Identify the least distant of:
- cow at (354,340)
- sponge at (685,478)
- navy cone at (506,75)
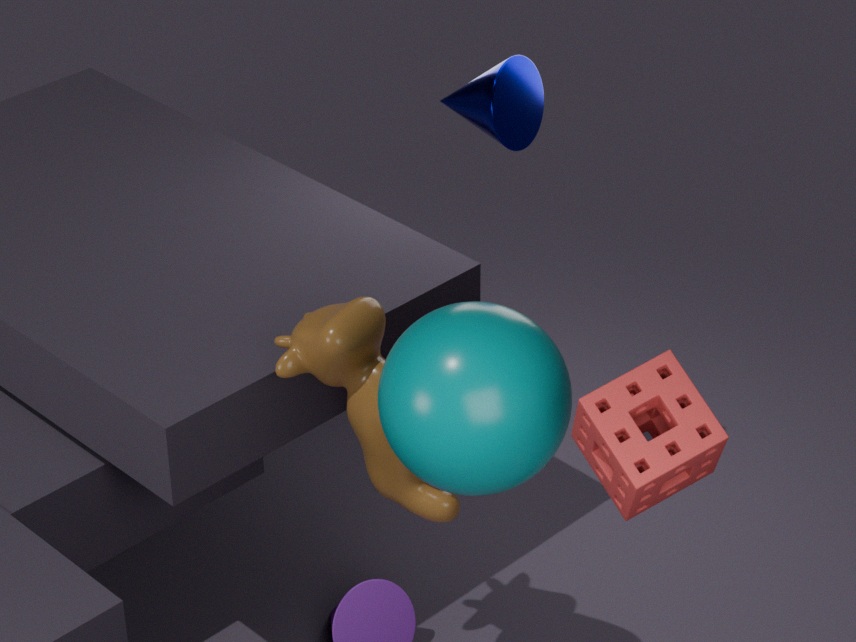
sponge at (685,478)
